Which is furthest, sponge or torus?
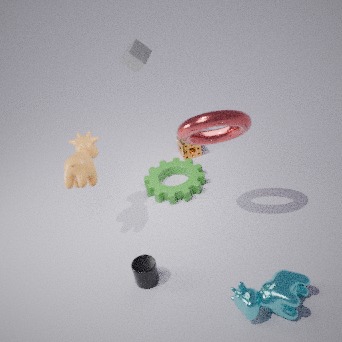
sponge
